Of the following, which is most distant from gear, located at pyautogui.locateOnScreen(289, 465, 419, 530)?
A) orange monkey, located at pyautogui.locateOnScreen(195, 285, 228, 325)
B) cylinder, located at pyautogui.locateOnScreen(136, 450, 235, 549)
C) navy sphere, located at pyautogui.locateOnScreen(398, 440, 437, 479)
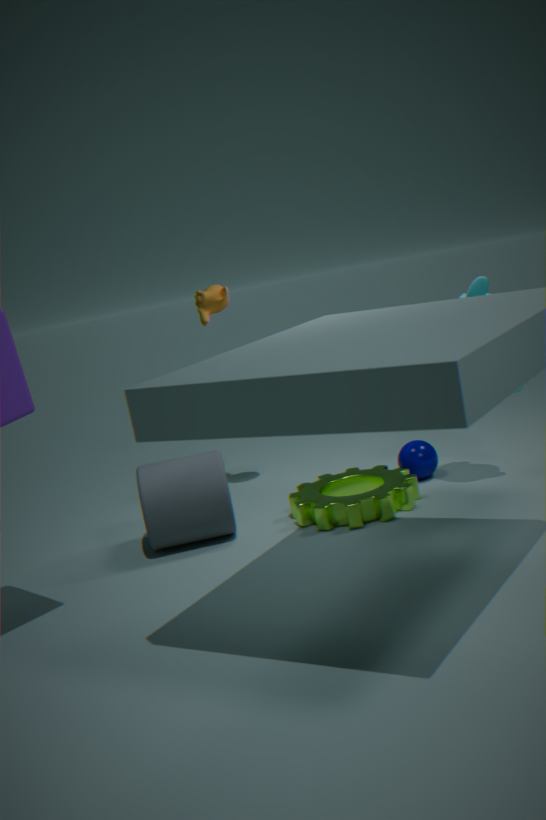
orange monkey, located at pyautogui.locateOnScreen(195, 285, 228, 325)
